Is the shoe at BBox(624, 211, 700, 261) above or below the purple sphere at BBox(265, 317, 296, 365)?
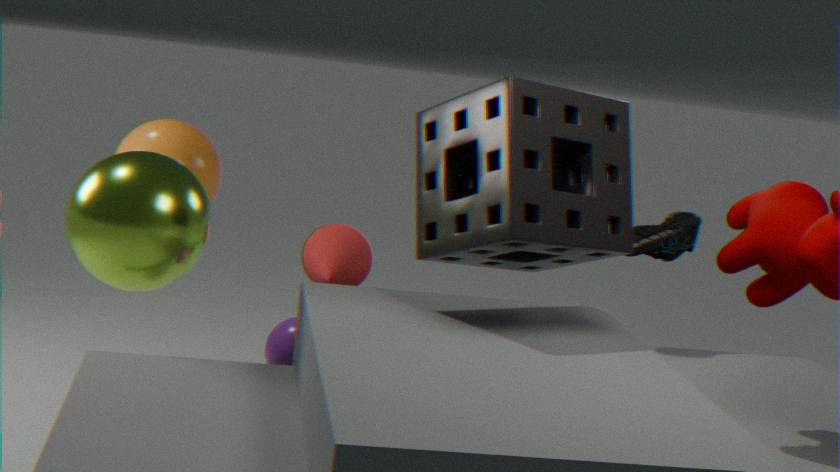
above
